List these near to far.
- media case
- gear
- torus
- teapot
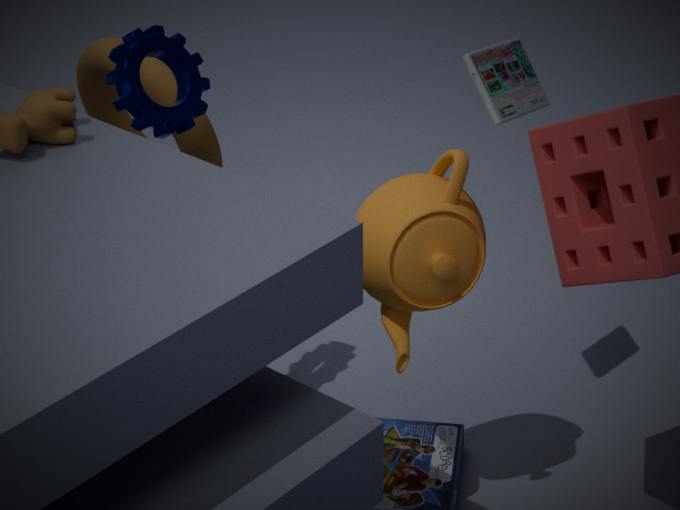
teapot → gear → media case → torus
